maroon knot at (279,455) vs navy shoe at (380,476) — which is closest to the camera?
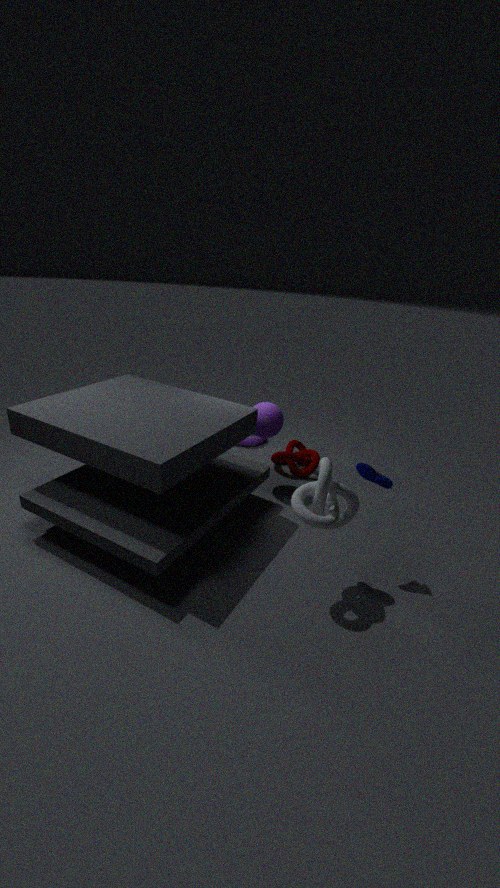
navy shoe at (380,476)
